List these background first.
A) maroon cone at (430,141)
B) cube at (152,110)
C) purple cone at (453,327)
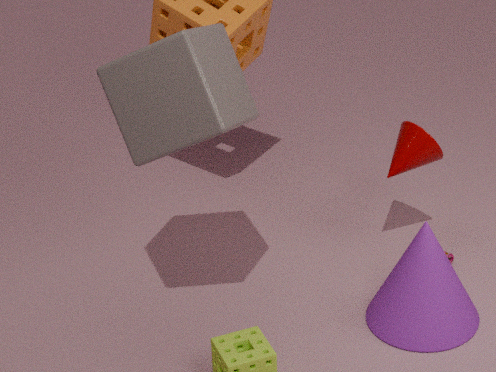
maroon cone at (430,141) < purple cone at (453,327) < cube at (152,110)
